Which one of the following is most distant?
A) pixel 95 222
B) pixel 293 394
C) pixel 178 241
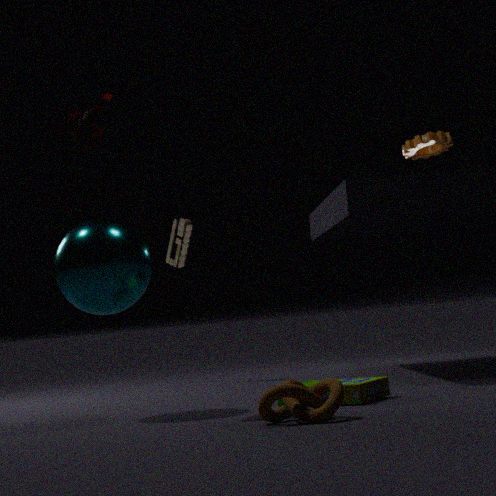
pixel 178 241
